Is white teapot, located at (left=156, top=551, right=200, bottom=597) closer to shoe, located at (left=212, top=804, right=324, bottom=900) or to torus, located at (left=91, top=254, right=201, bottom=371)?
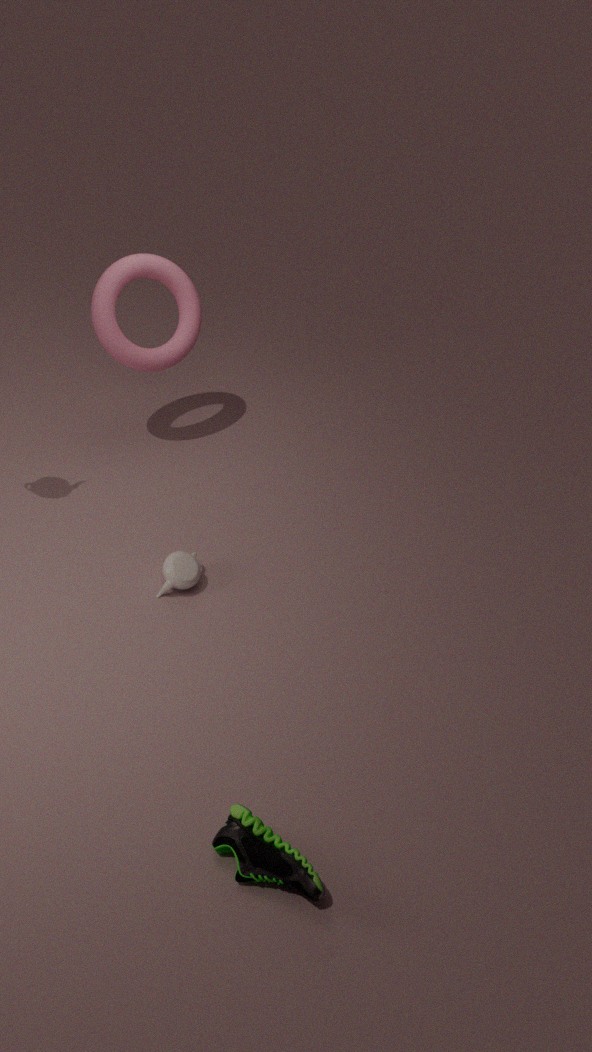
torus, located at (left=91, top=254, right=201, bottom=371)
